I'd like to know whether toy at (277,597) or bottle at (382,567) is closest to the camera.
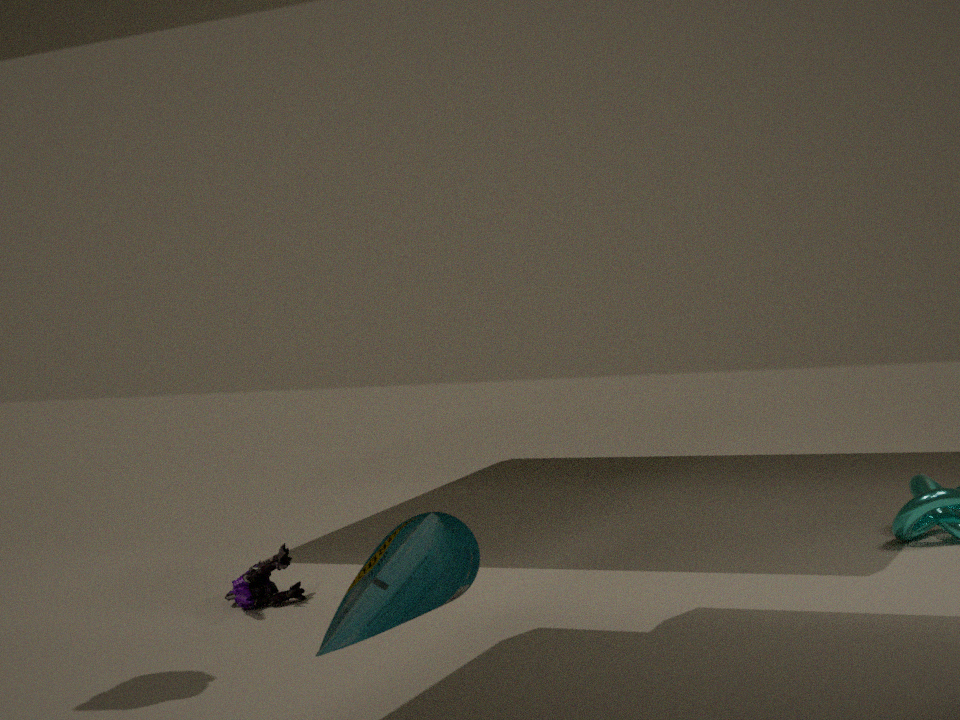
bottle at (382,567)
